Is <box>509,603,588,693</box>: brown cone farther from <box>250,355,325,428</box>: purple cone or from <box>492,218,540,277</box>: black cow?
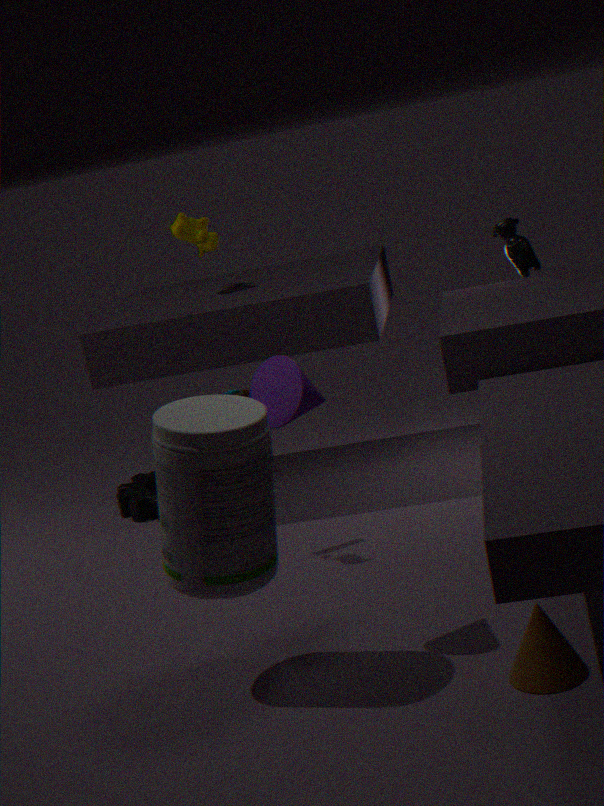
<box>492,218,540,277</box>: black cow
